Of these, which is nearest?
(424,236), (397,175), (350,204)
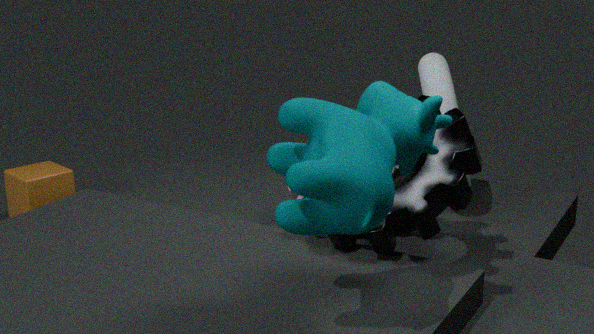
(350,204)
